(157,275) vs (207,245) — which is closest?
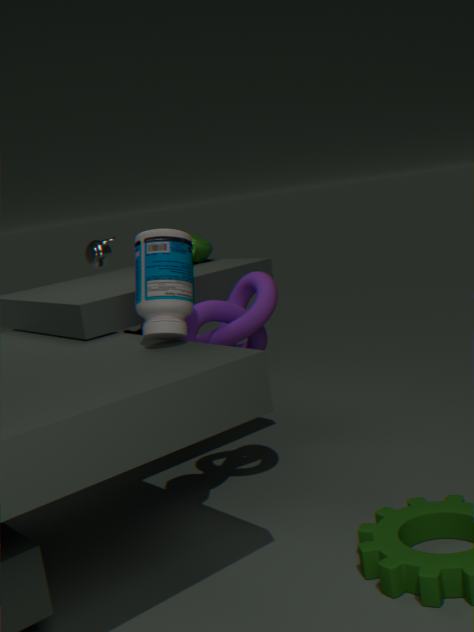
(157,275)
